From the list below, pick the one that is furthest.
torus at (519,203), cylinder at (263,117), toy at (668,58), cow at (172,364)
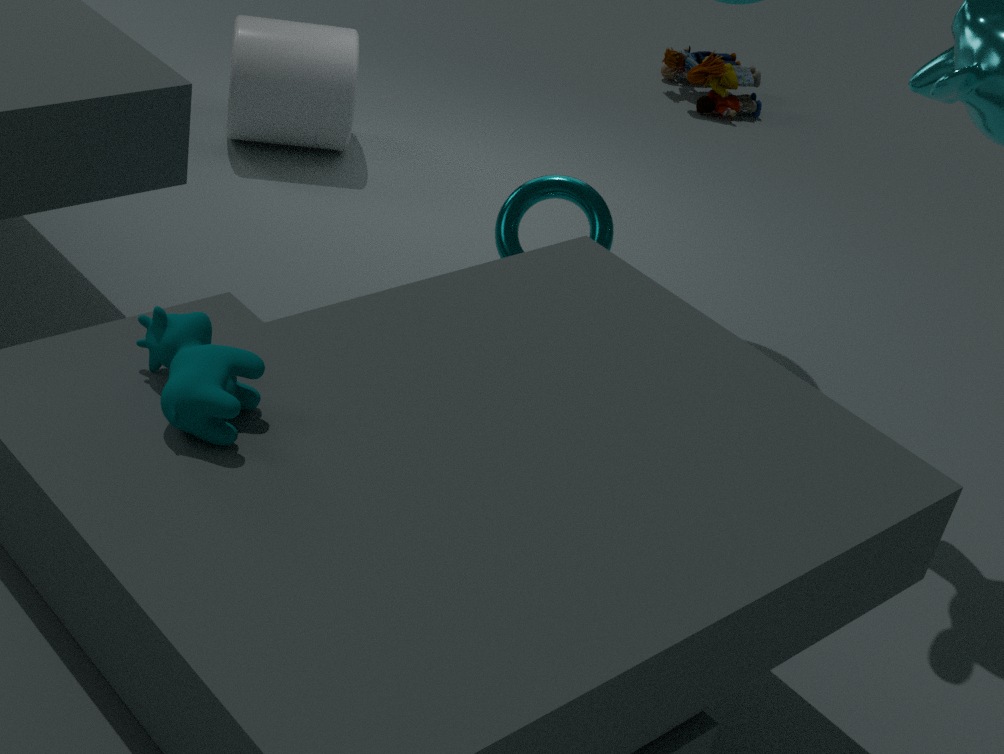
toy at (668,58)
